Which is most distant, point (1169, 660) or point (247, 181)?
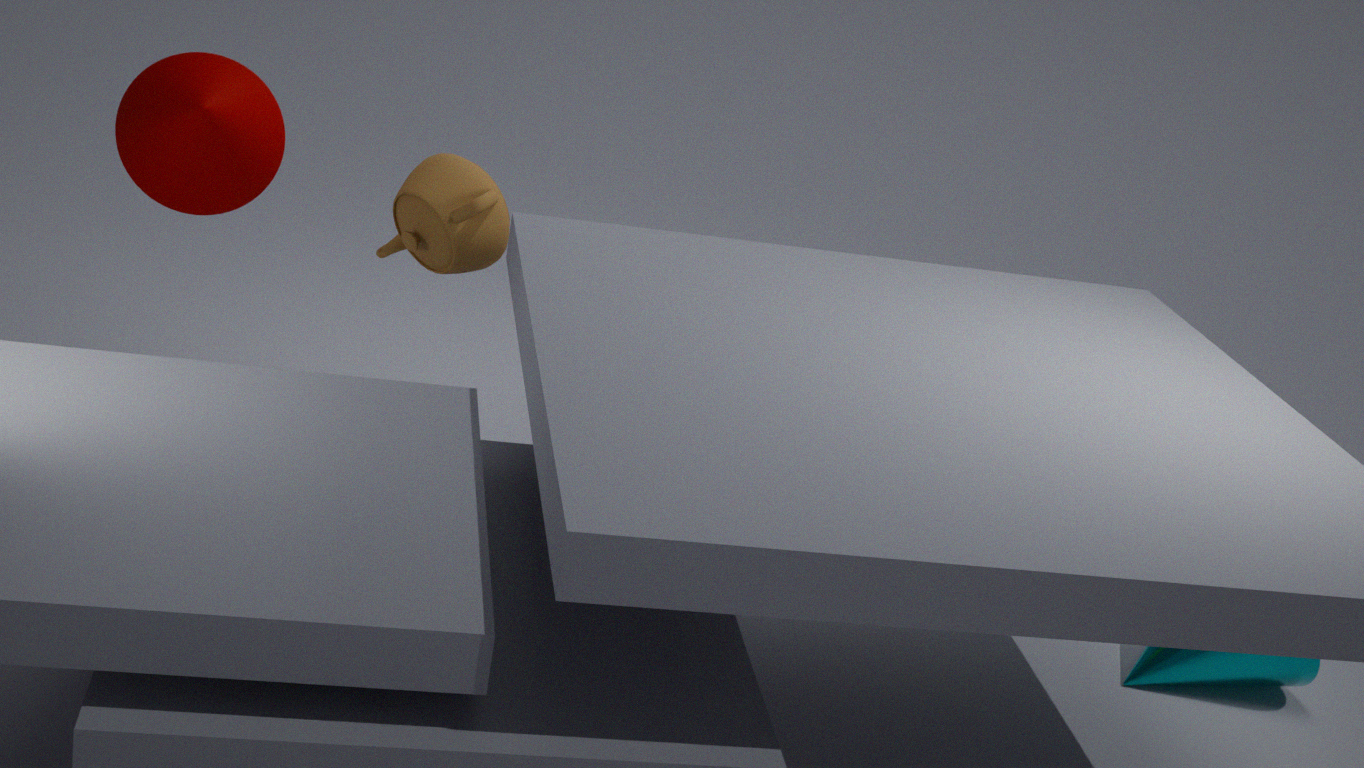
point (247, 181)
